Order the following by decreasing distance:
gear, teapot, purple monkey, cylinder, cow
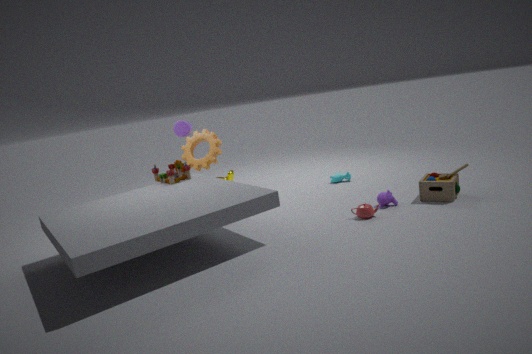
gear → cow → cylinder → purple monkey → teapot
